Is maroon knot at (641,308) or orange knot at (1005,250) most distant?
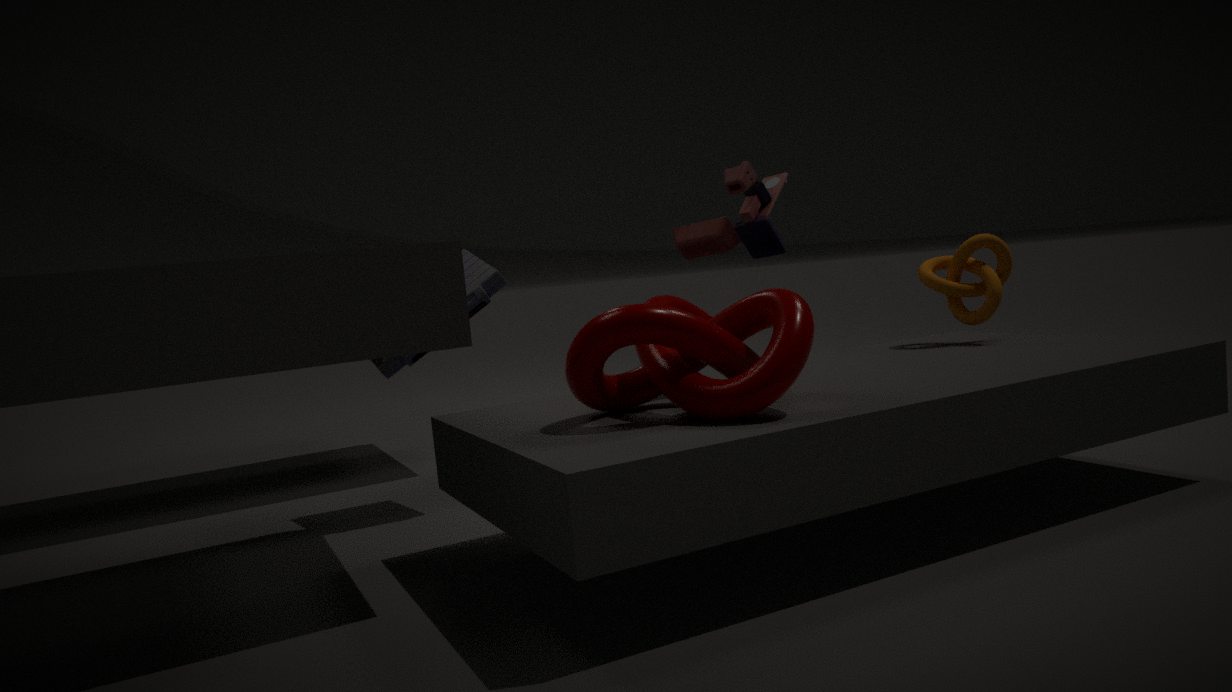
orange knot at (1005,250)
